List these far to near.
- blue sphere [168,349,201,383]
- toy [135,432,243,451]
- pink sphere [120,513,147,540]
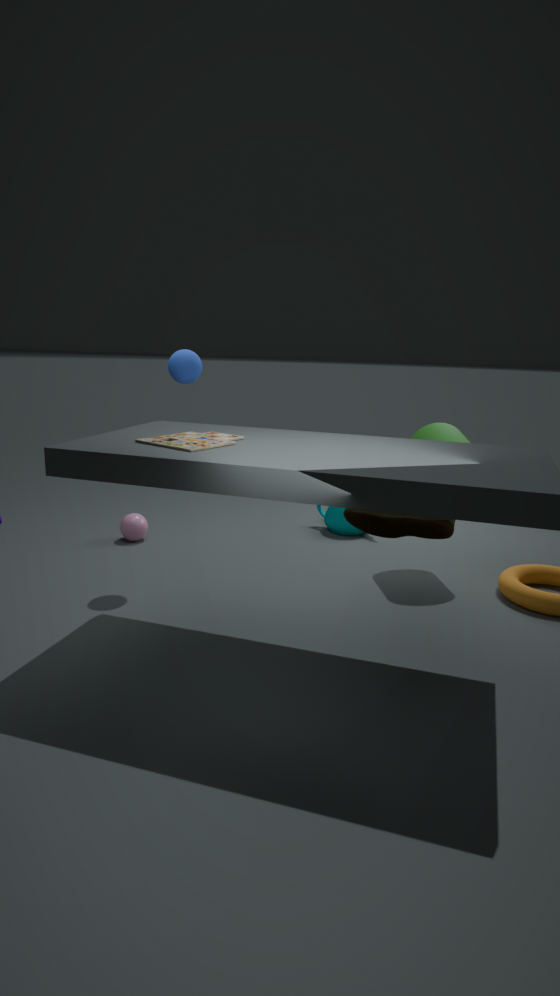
1. pink sphere [120,513,147,540]
2. blue sphere [168,349,201,383]
3. toy [135,432,243,451]
